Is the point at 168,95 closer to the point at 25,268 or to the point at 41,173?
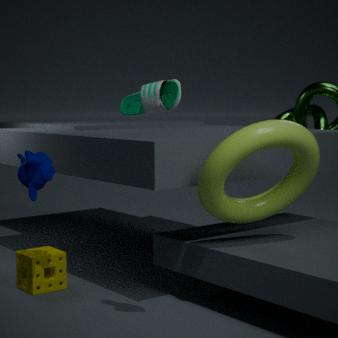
the point at 41,173
